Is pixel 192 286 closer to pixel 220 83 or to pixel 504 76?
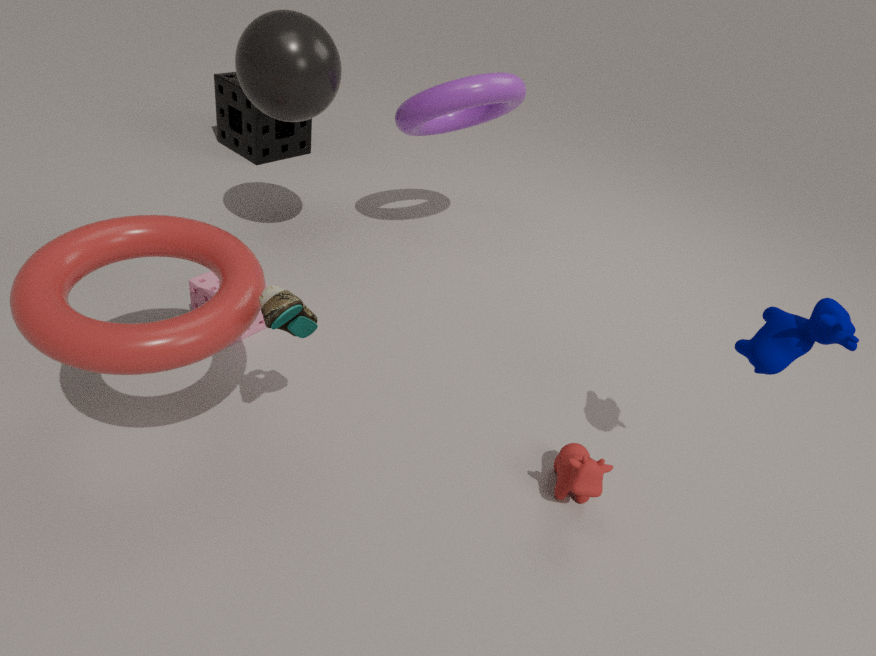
pixel 504 76
